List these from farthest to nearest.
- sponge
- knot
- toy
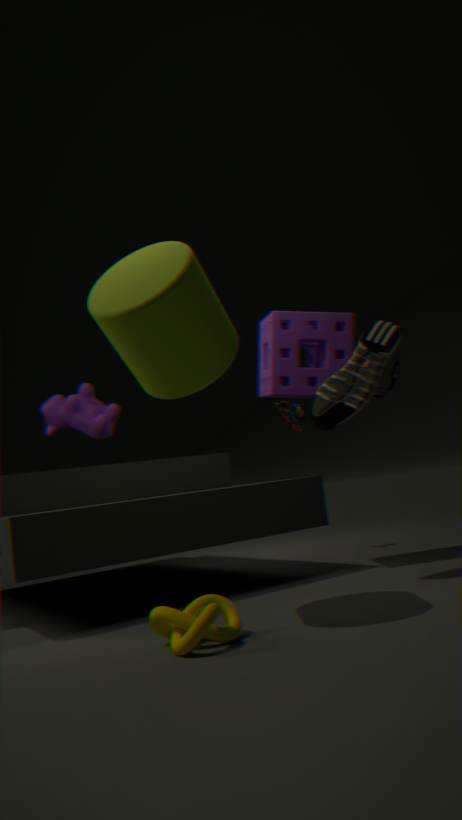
toy, sponge, knot
